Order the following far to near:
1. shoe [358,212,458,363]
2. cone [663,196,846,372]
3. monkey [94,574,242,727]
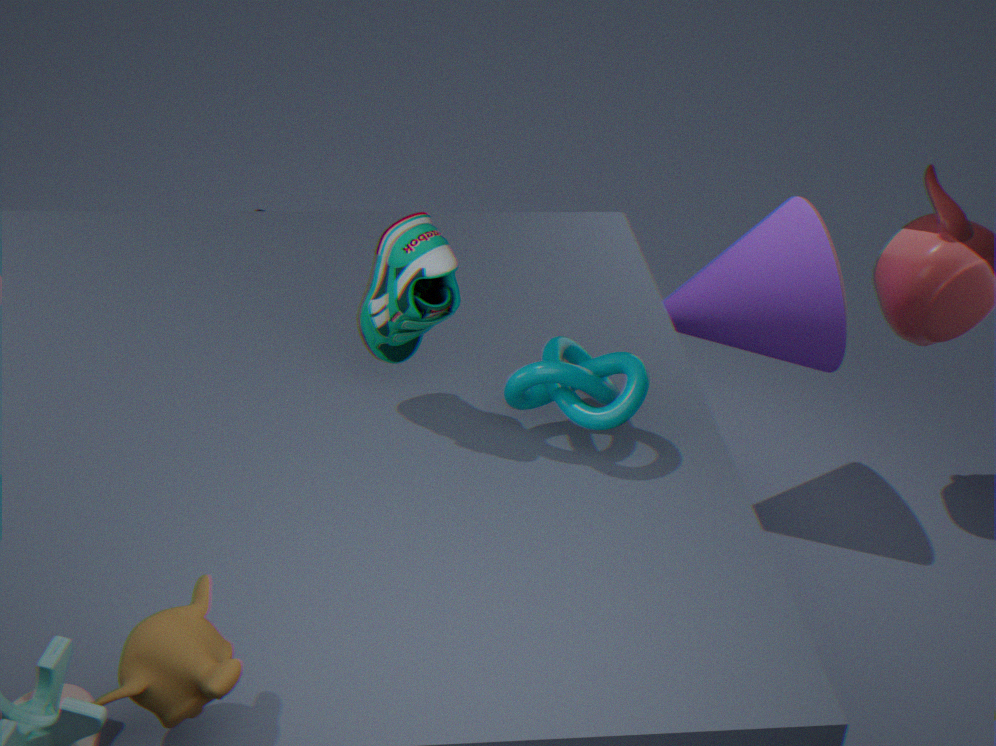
cone [663,196,846,372], shoe [358,212,458,363], monkey [94,574,242,727]
